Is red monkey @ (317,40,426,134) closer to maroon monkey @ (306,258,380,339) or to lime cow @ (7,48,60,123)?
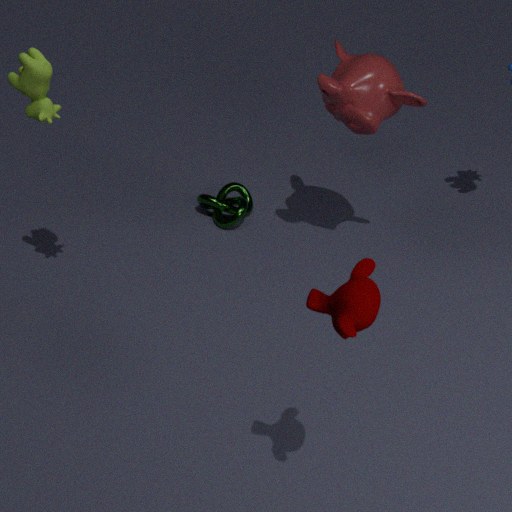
lime cow @ (7,48,60,123)
